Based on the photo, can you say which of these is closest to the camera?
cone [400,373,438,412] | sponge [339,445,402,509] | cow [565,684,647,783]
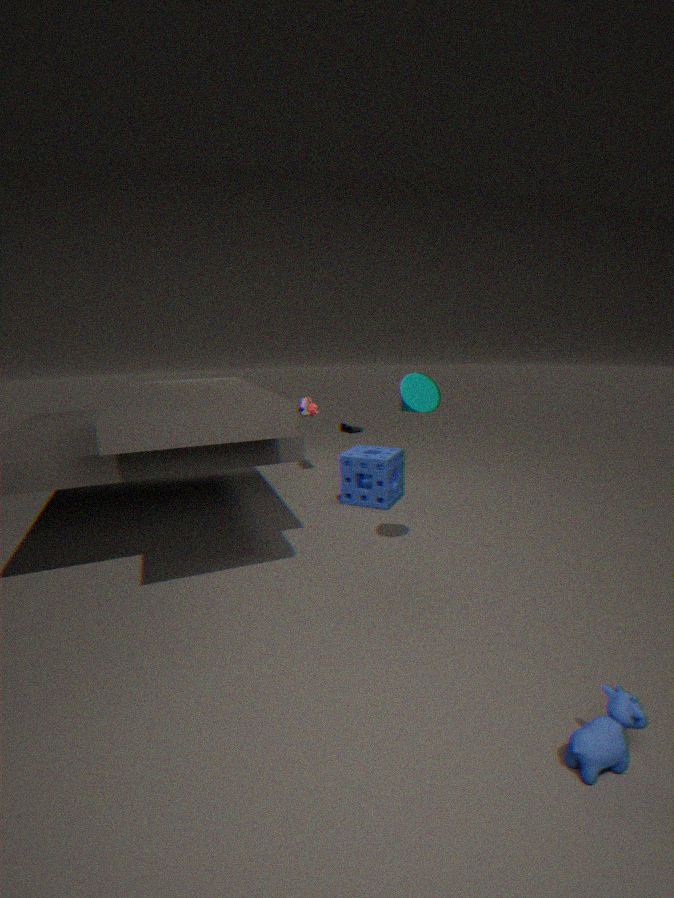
cow [565,684,647,783]
